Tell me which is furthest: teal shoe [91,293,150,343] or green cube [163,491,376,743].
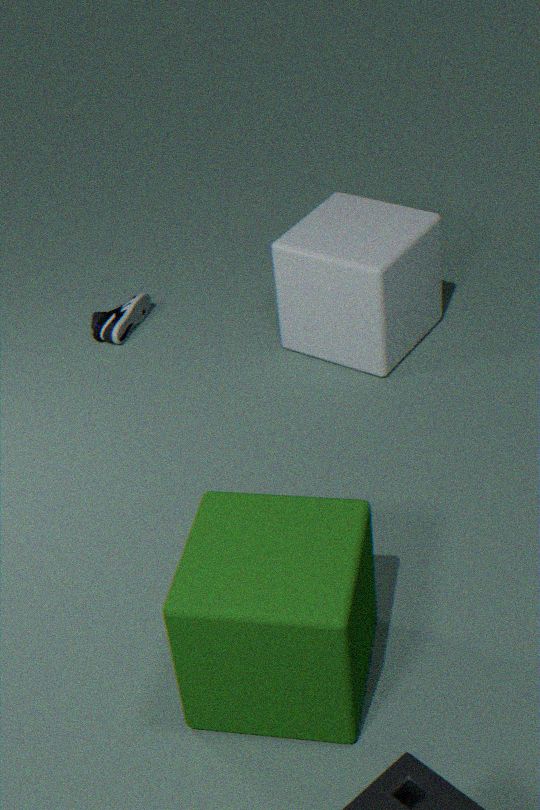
teal shoe [91,293,150,343]
